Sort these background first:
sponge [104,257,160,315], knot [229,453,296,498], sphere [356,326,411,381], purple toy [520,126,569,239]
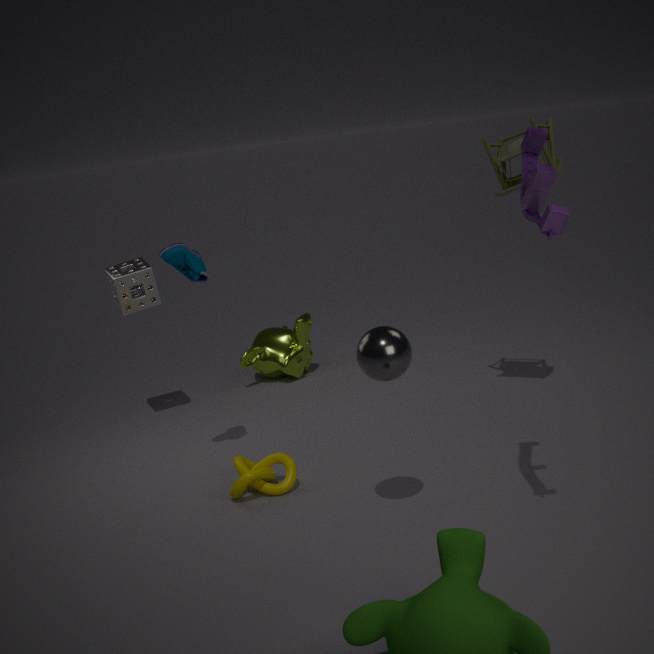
sponge [104,257,160,315], knot [229,453,296,498], sphere [356,326,411,381], purple toy [520,126,569,239]
